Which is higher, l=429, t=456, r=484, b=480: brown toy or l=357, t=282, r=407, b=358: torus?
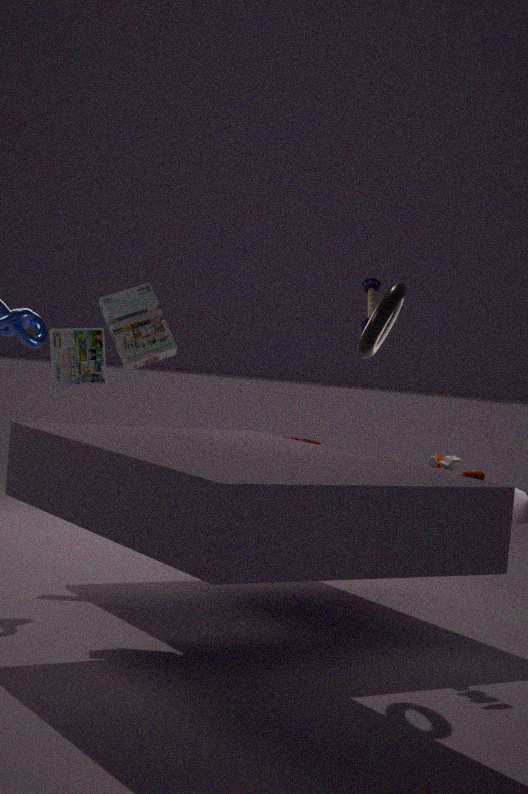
l=357, t=282, r=407, b=358: torus
